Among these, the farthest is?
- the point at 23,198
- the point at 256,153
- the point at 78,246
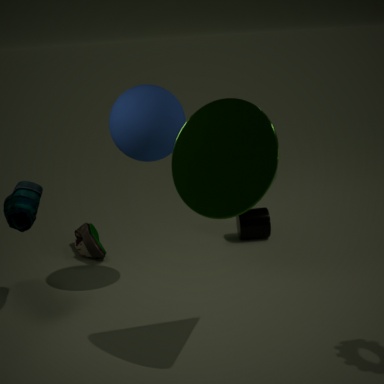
the point at 78,246
